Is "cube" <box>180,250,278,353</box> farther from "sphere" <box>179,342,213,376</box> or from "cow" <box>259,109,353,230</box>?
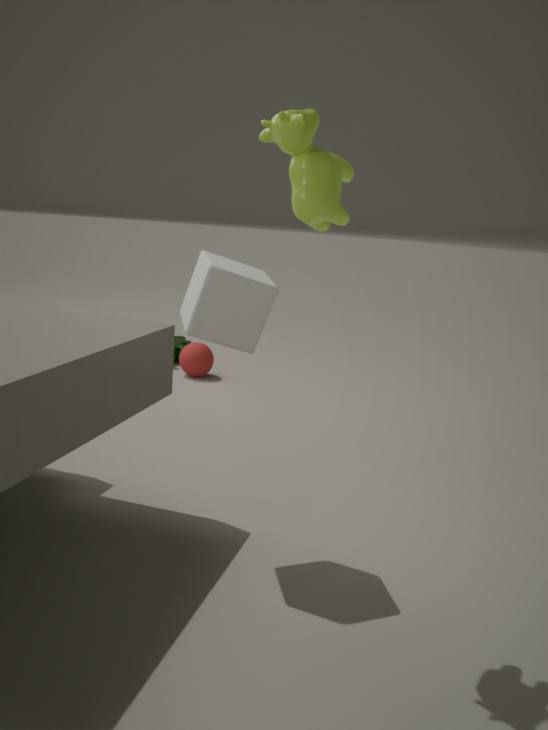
"sphere" <box>179,342,213,376</box>
